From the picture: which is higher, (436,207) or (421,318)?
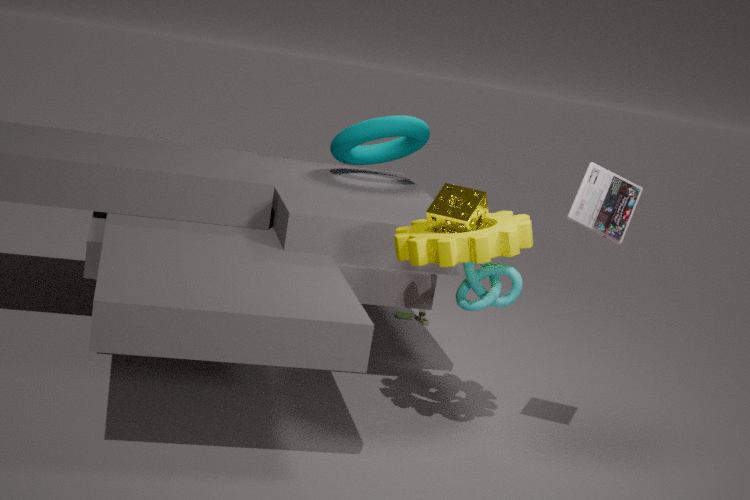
(436,207)
